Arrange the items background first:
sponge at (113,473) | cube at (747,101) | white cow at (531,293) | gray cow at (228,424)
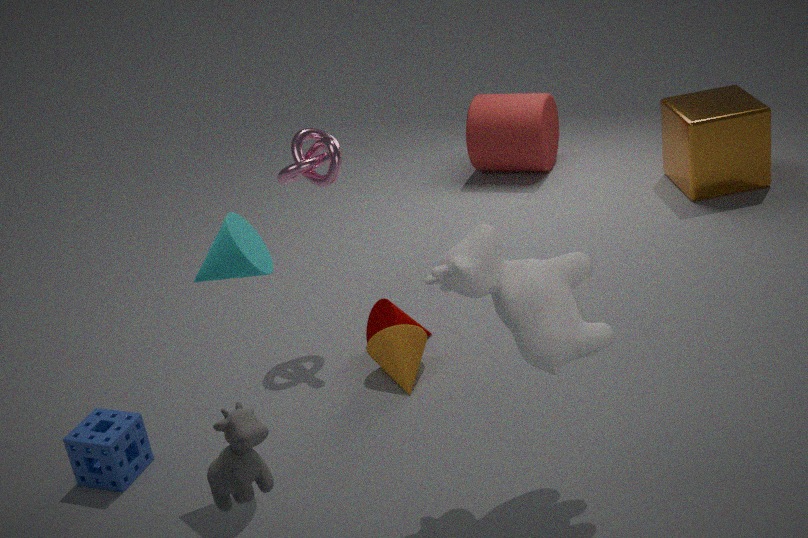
1. cube at (747,101)
2. sponge at (113,473)
3. white cow at (531,293)
4. gray cow at (228,424)
